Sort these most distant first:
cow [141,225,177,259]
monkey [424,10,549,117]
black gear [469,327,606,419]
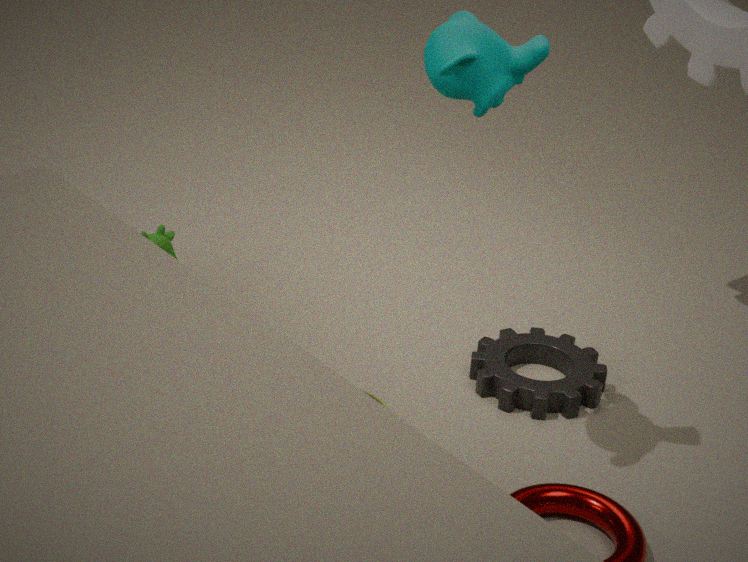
1. cow [141,225,177,259]
2. black gear [469,327,606,419]
3. monkey [424,10,549,117]
